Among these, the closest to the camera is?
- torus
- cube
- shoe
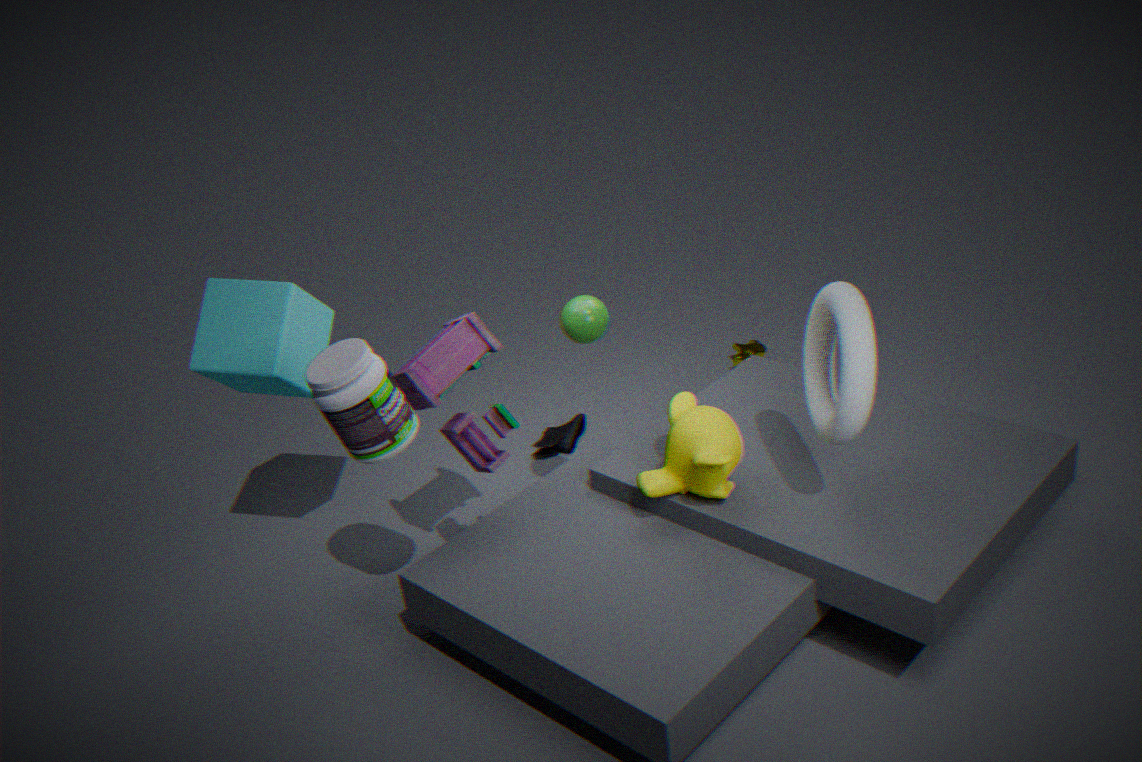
torus
